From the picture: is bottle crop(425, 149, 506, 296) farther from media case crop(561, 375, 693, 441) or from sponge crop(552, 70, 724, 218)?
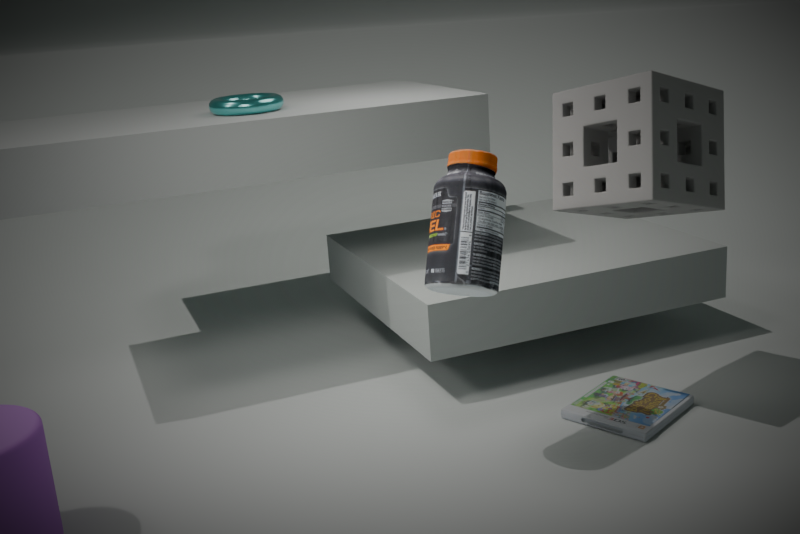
media case crop(561, 375, 693, 441)
